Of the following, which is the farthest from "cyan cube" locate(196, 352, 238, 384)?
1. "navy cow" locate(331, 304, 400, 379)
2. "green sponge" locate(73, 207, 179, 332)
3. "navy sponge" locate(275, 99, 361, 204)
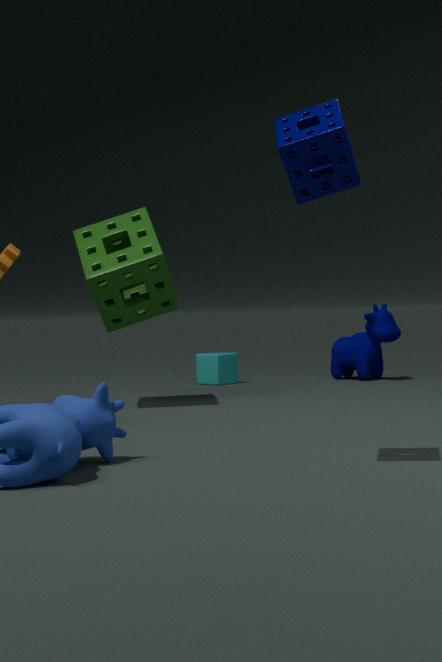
"navy sponge" locate(275, 99, 361, 204)
